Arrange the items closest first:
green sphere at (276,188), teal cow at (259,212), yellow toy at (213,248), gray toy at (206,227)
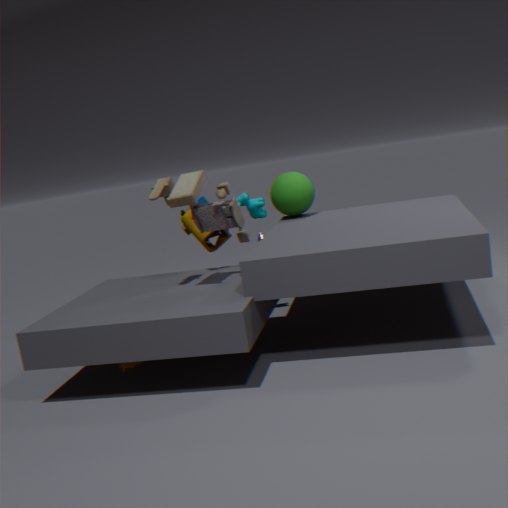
gray toy at (206,227) → yellow toy at (213,248) → teal cow at (259,212) → green sphere at (276,188)
